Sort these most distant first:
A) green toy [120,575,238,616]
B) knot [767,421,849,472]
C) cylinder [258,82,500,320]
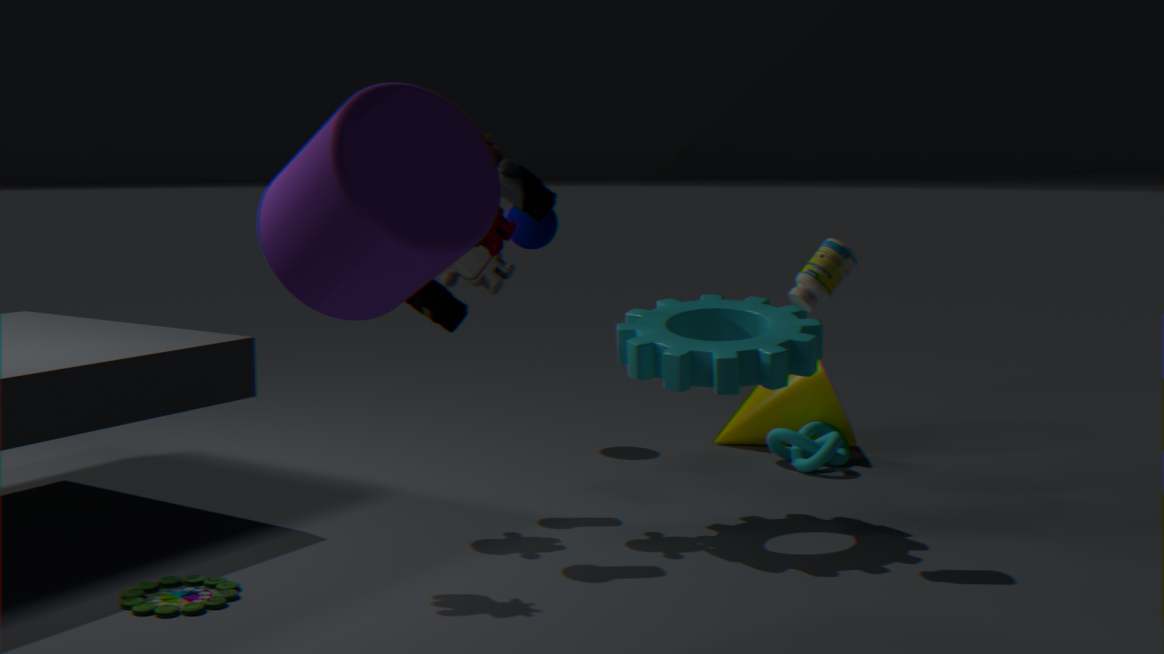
knot [767,421,849,472] < green toy [120,575,238,616] < cylinder [258,82,500,320]
